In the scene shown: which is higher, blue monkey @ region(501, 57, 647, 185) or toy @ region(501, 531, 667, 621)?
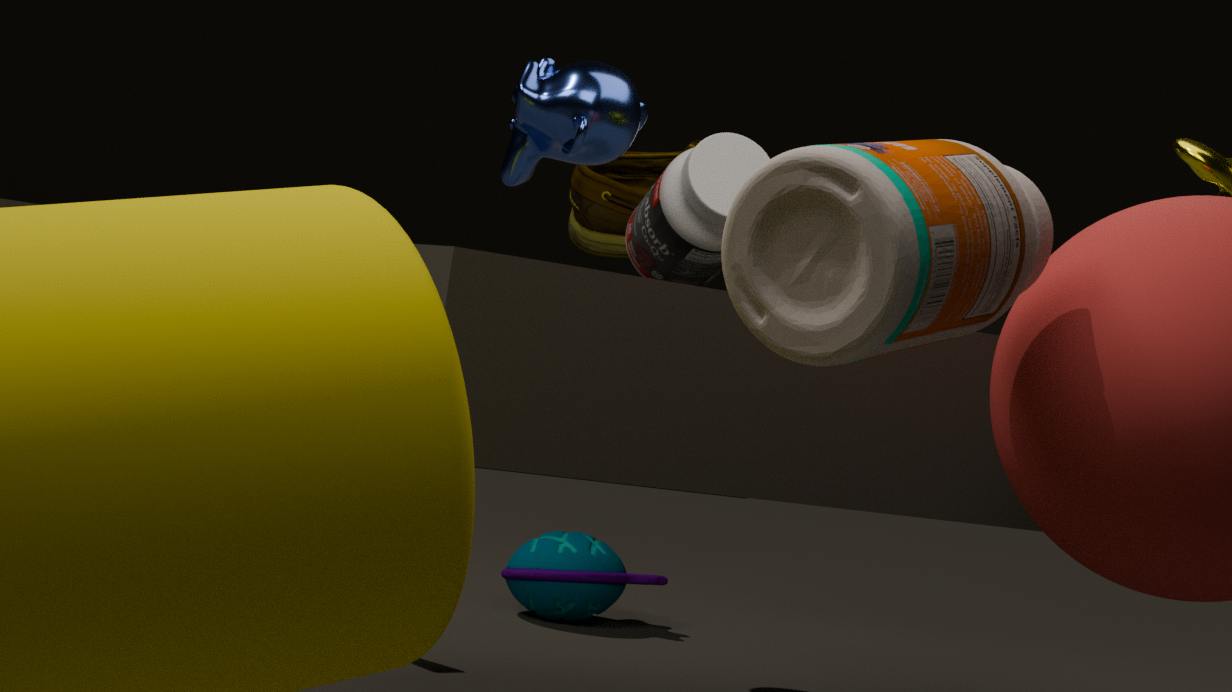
blue monkey @ region(501, 57, 647, 185)
